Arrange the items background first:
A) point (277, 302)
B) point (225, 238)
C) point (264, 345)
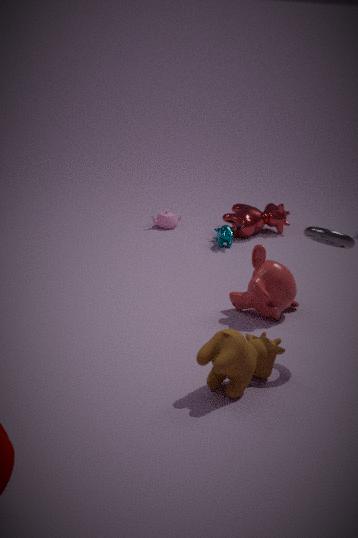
point (225, 238)
point (277, 302)
point (264, 345)
